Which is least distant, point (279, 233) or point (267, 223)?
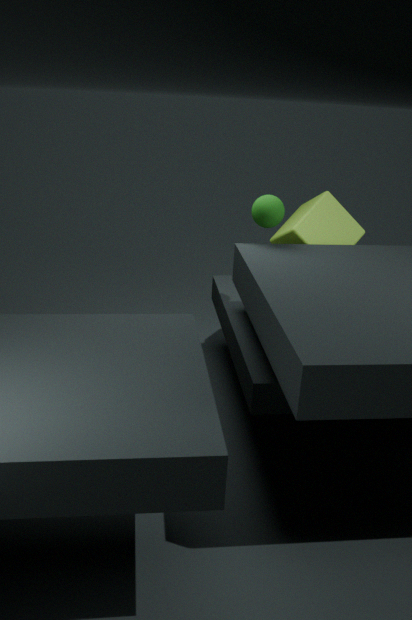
point (267, 223)
